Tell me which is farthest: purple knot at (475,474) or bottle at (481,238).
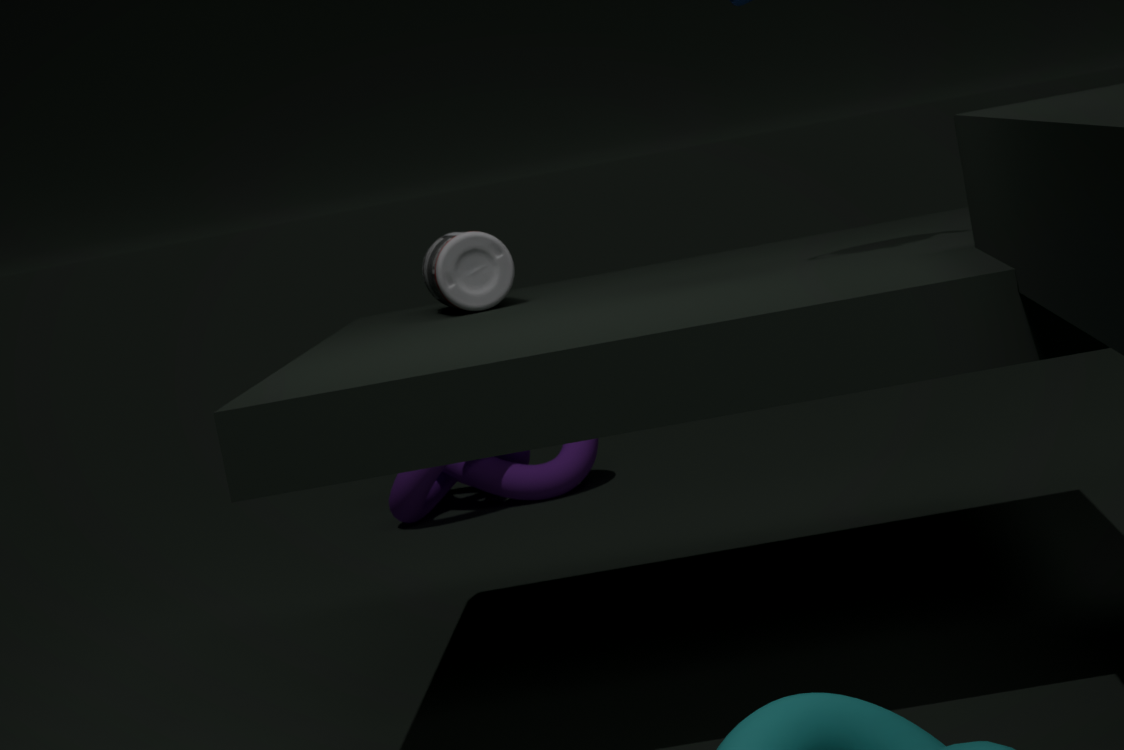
purple knot at (475,474)
